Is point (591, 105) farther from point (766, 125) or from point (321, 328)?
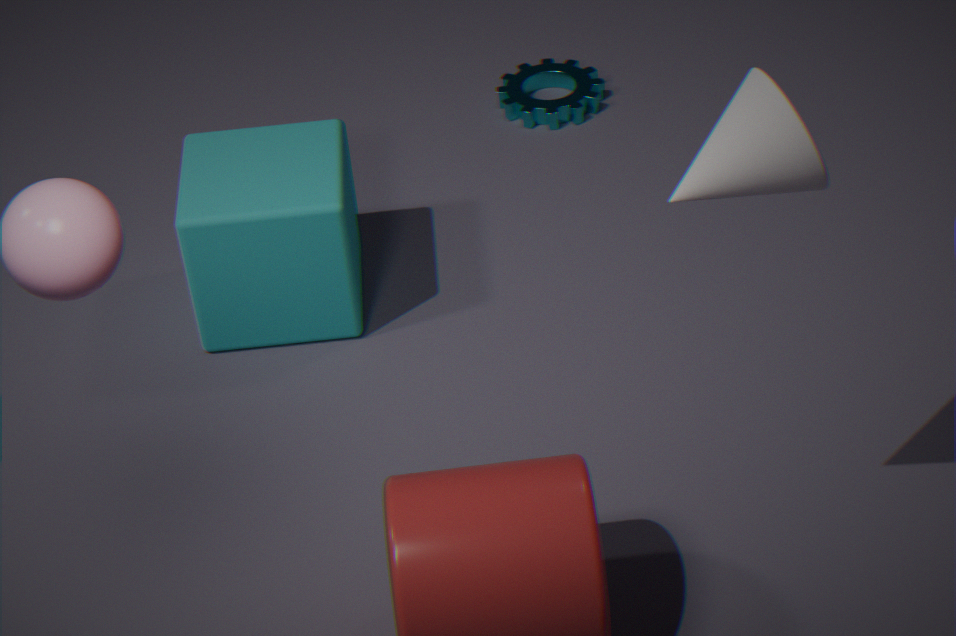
point (766, 125)
